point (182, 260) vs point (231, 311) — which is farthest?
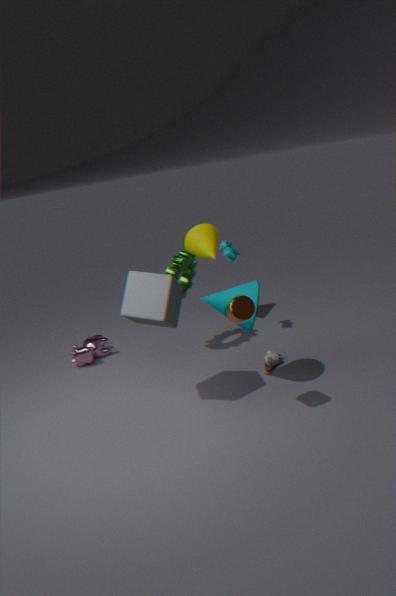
point (182, 260)
